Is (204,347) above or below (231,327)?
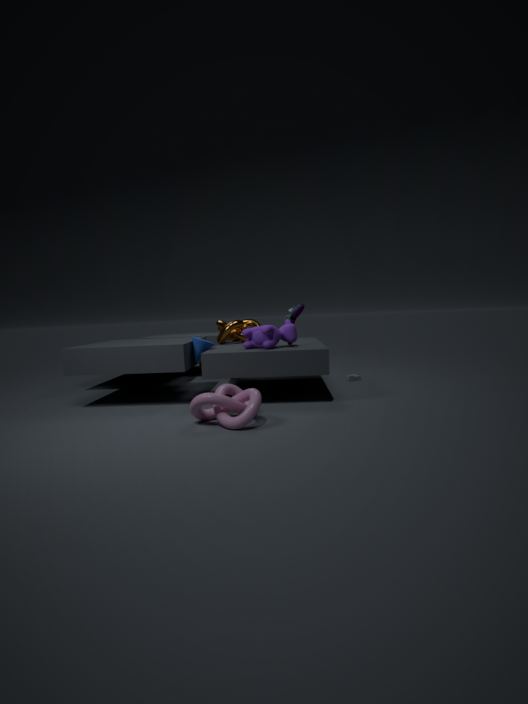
below
